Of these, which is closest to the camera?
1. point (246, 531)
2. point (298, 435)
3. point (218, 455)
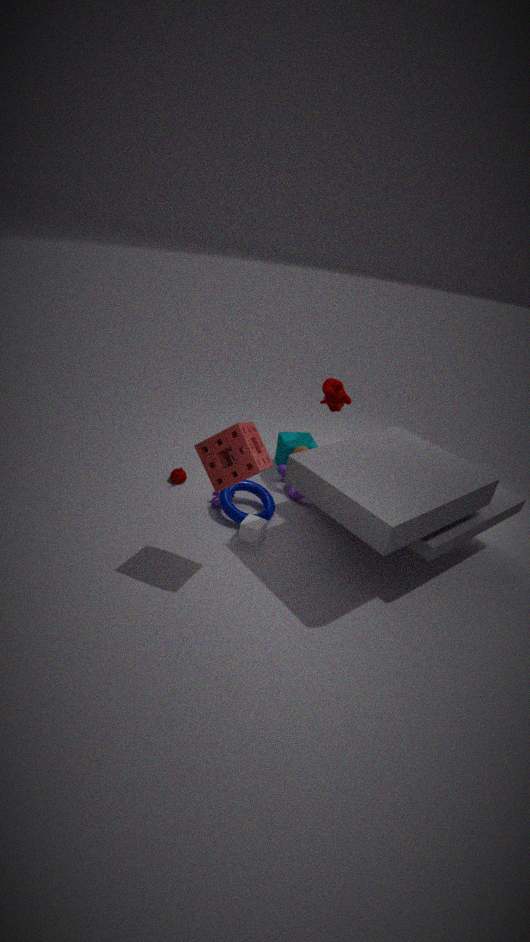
point (218, 455)
